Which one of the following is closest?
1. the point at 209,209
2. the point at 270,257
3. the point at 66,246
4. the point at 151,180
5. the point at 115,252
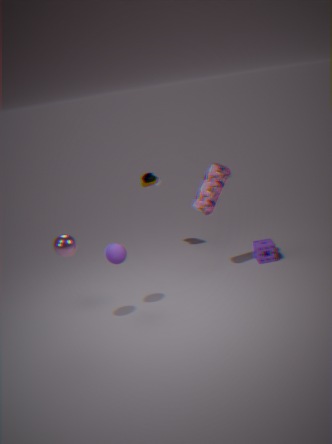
the point at 66,246
